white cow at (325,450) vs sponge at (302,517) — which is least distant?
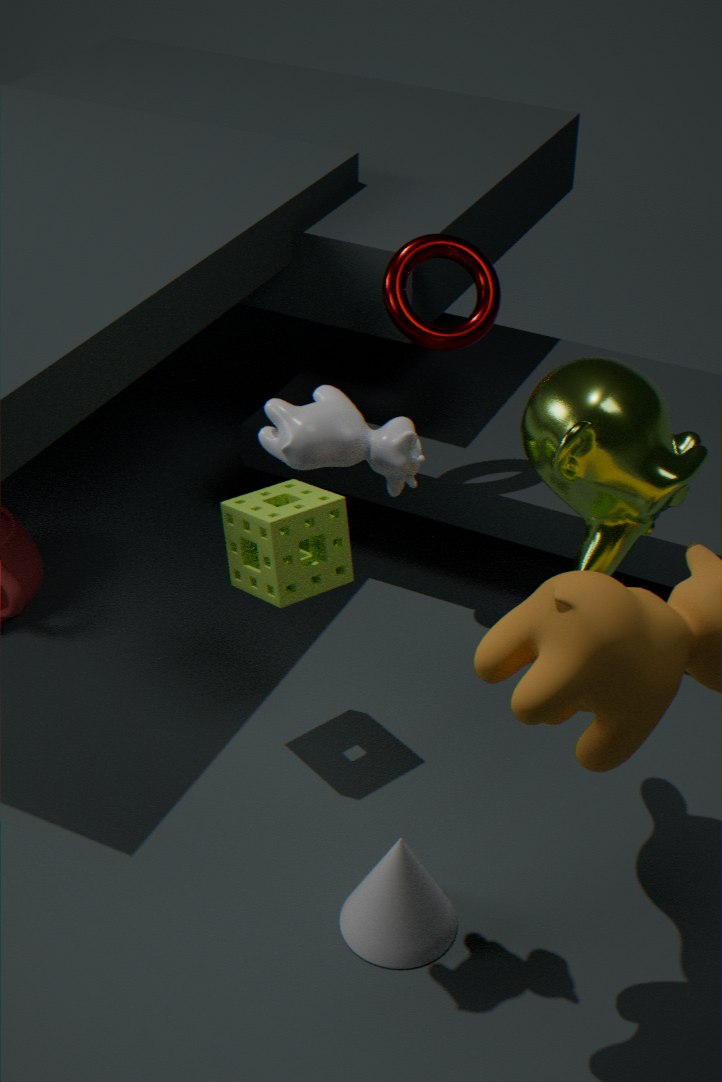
white cow at (325,450)
